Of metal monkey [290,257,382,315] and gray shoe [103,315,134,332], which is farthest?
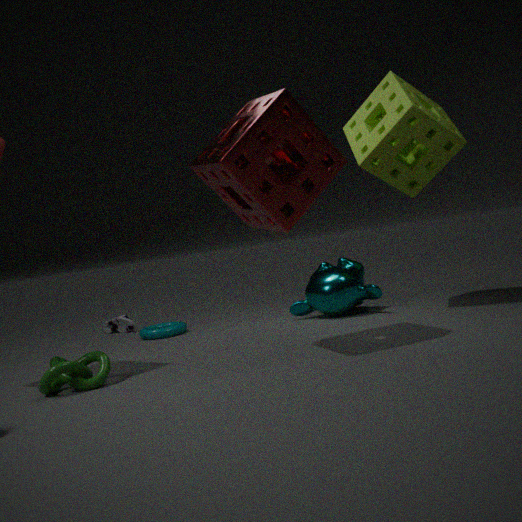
gray shoe [103,315,134,332]
